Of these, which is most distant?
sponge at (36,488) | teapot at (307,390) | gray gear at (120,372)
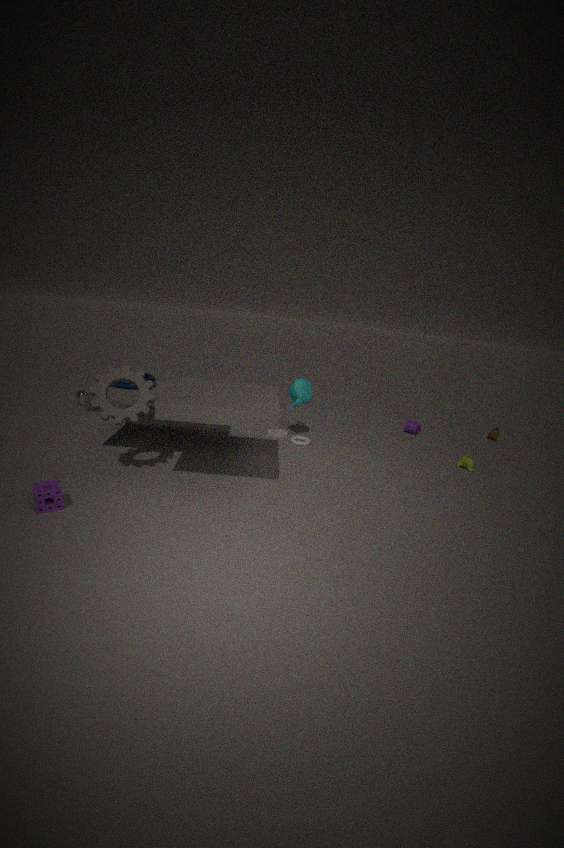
teapot at (307,390)
